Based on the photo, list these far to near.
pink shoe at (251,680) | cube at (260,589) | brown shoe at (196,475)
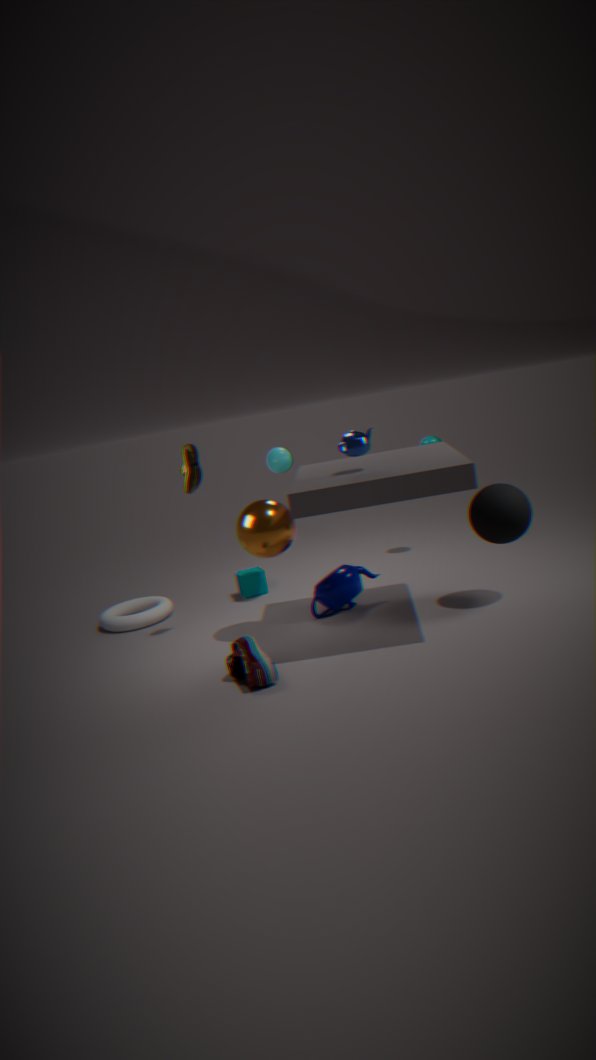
cube at (260,589) → brown shoe at (196,475) → pink shoe at (251,680)
